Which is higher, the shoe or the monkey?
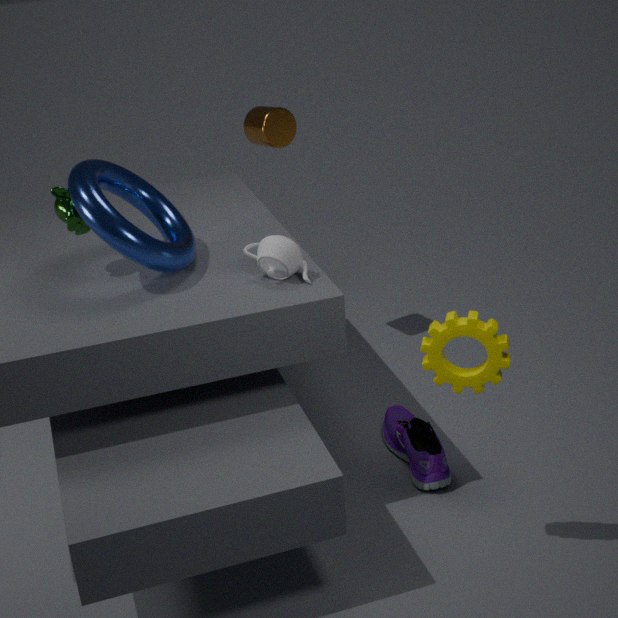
the monkey
